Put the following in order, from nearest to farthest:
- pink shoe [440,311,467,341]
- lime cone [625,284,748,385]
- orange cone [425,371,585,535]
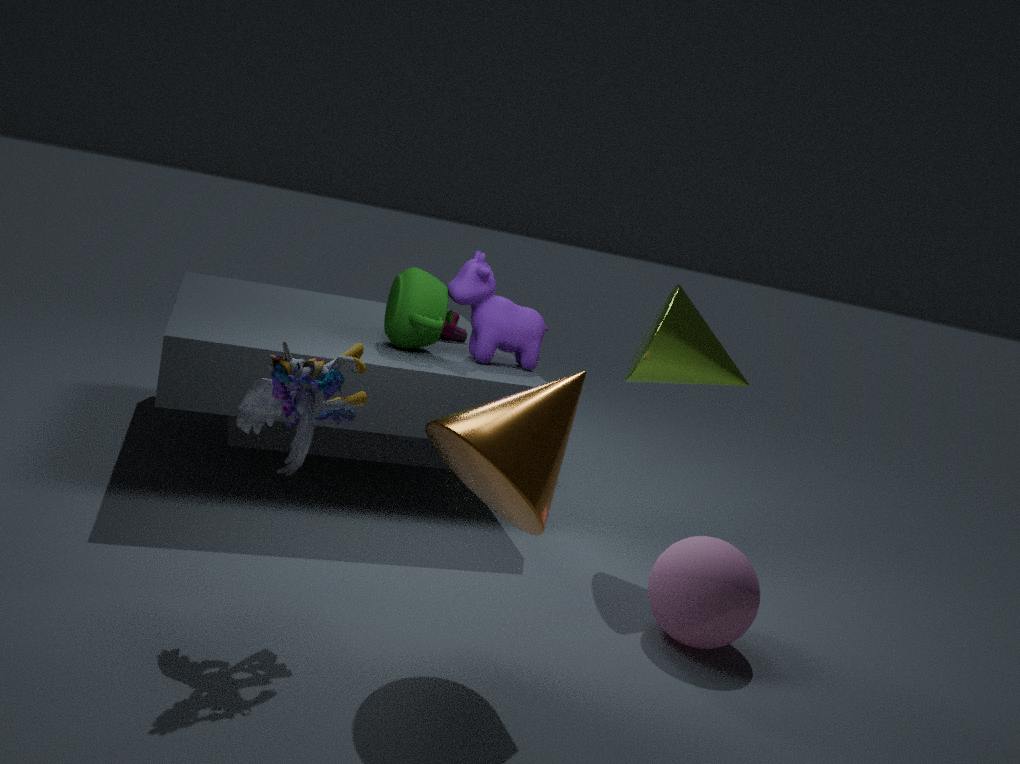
orange cone [425,371,585,535]
lime cone [625,284,748,385]
pink shoe [440,311,467,341]
